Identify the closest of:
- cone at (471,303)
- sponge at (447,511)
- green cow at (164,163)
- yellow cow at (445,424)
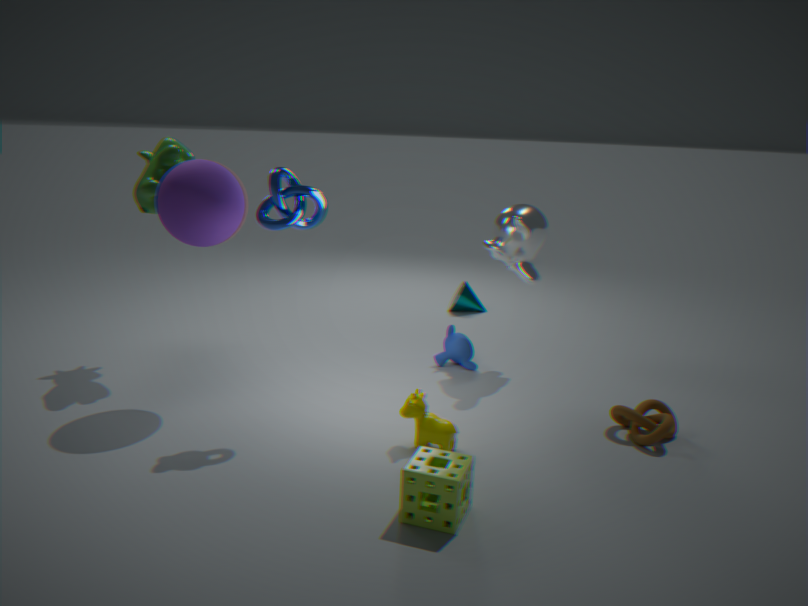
sponge at (447,511)
